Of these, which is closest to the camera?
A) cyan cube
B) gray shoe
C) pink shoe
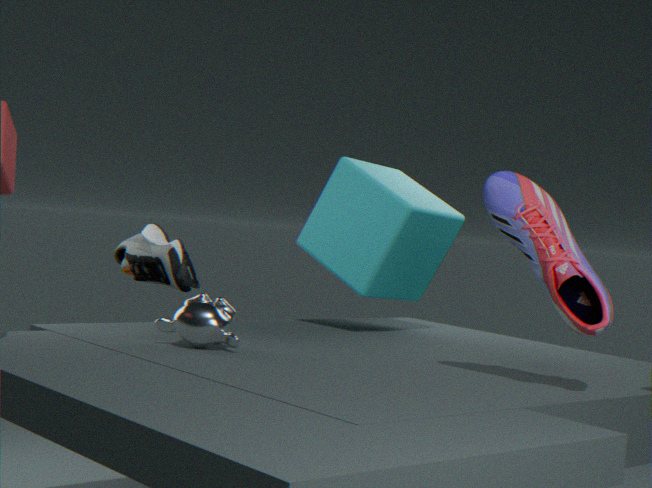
pink shoe
